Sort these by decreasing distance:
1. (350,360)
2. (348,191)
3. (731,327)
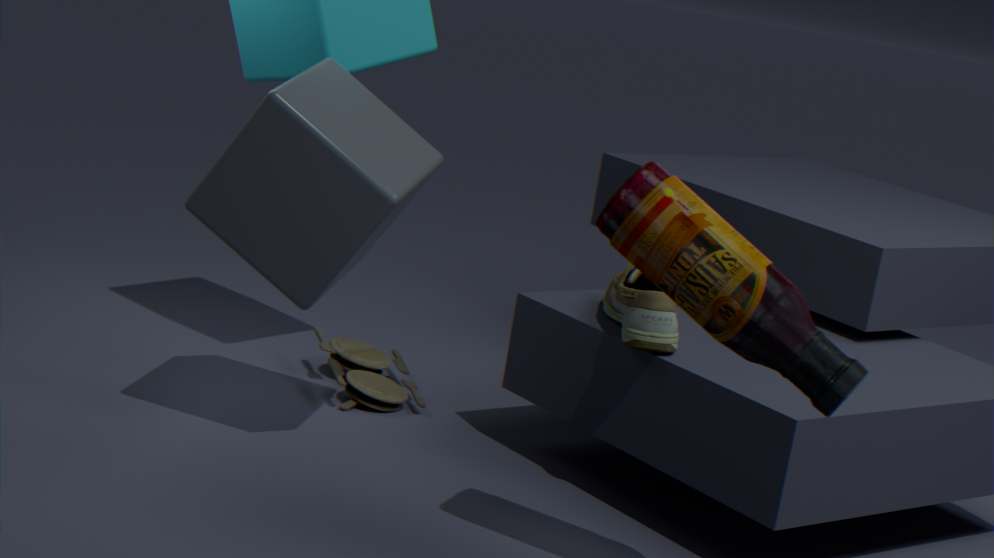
1. (350,360)
2. (348,191)
3. (731,327)
